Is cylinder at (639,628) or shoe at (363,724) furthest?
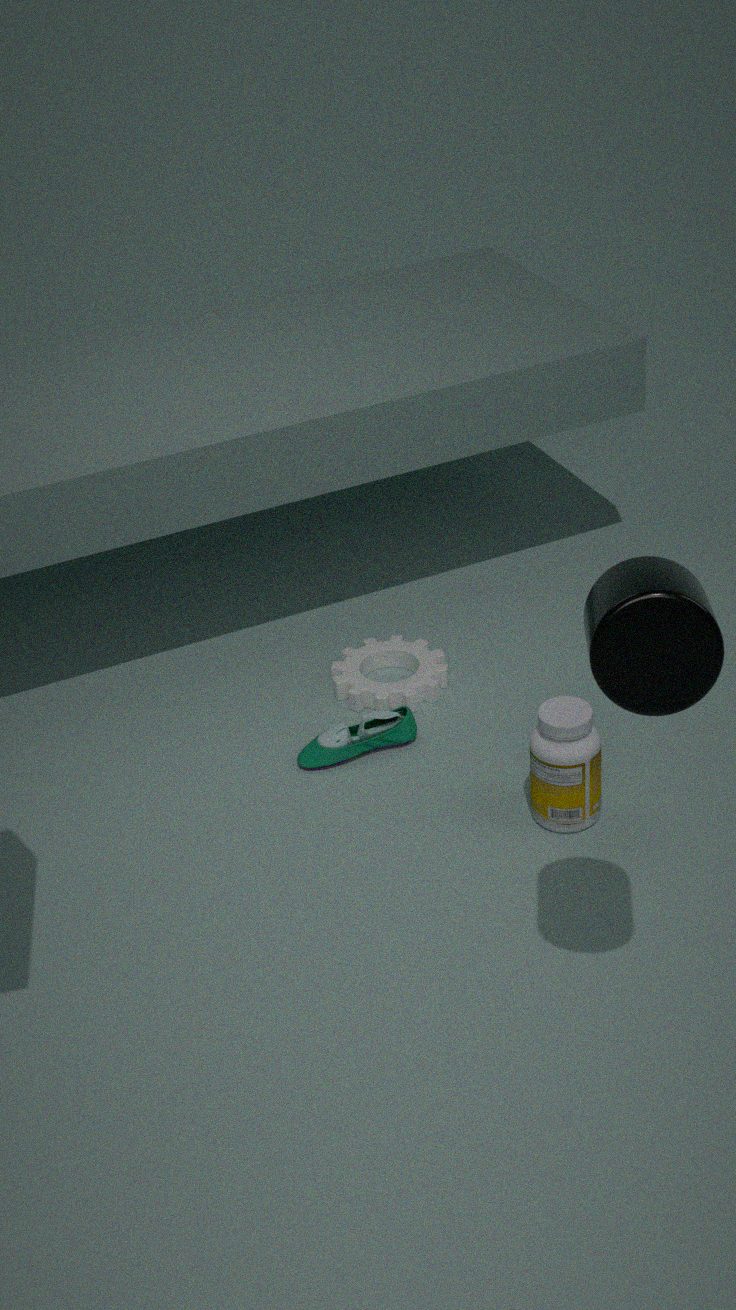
shoe at (363,724)
